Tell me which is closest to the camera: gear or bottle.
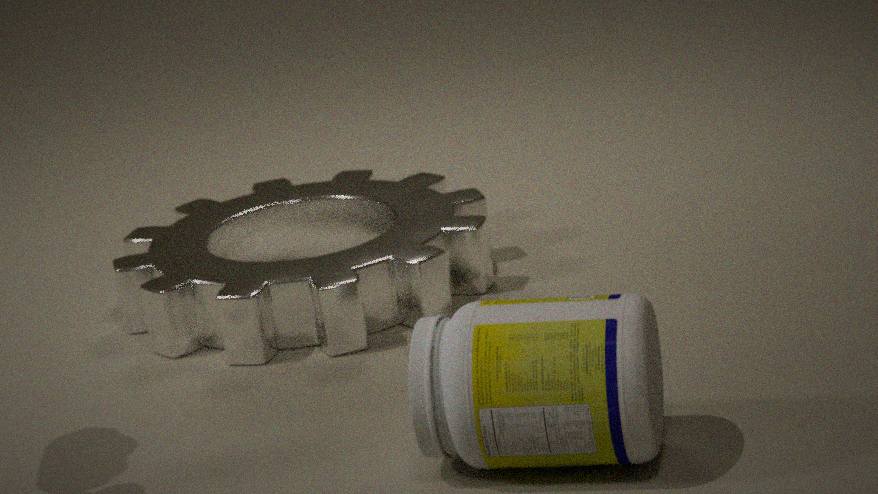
bottle
